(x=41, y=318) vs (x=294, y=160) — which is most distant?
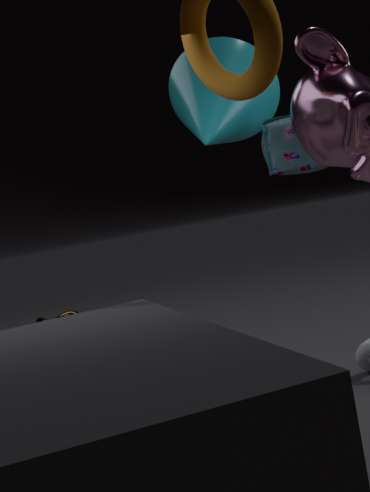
(x=41, y=318)
